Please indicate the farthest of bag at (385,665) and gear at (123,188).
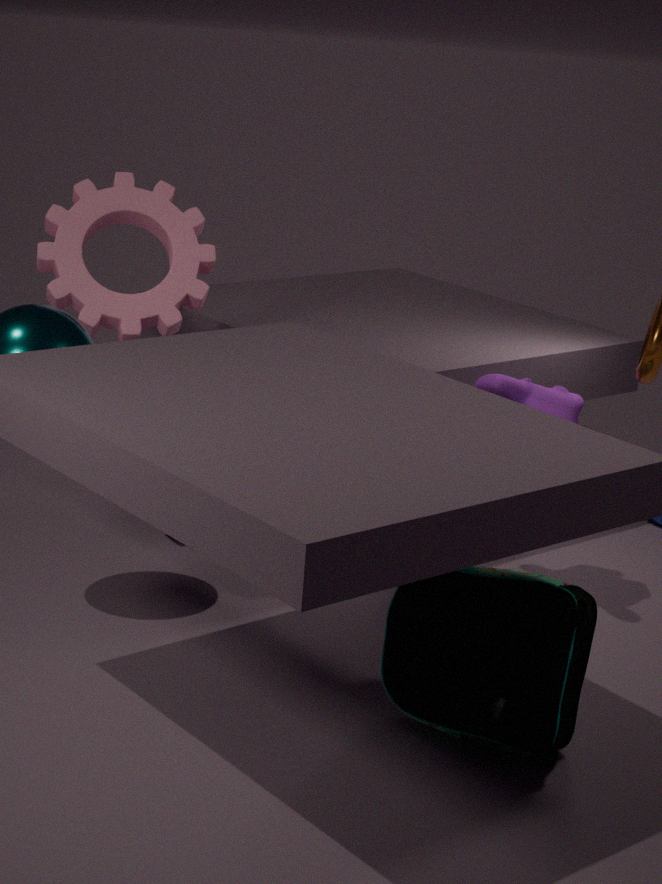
gear at (123,188)
